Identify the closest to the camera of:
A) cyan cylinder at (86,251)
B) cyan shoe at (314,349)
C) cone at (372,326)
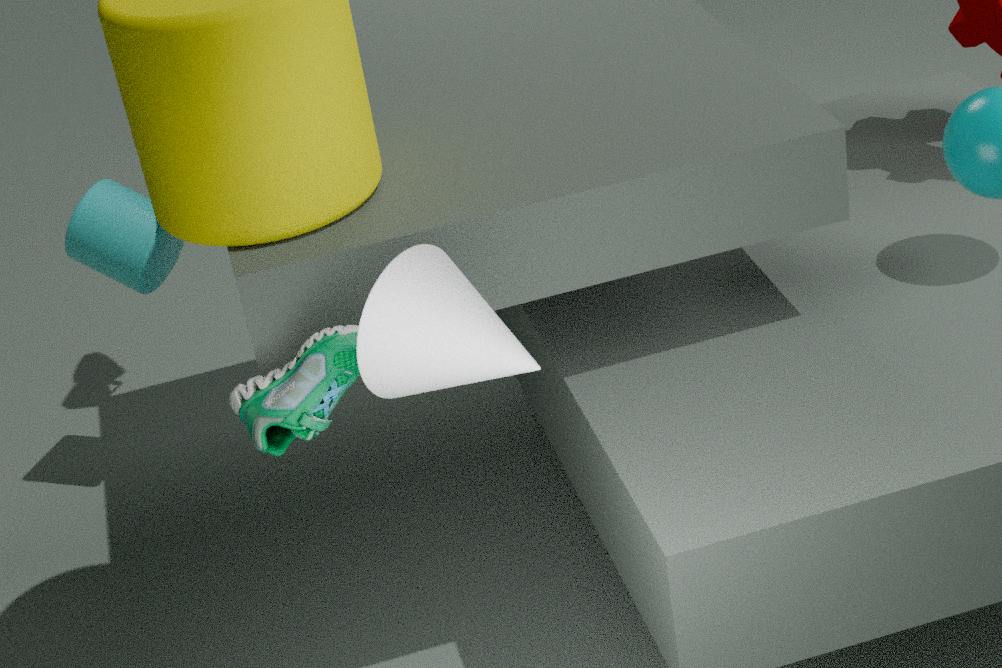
cone at (372,326)
